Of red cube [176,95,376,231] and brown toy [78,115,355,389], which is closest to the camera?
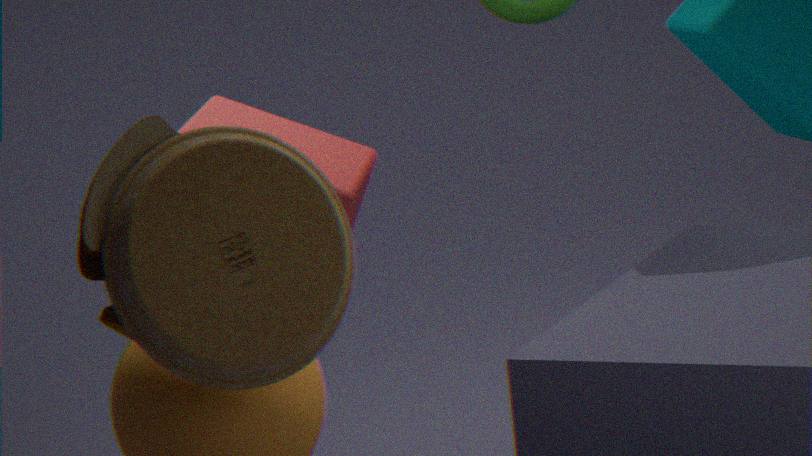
brown toy [78,115,355,389]
